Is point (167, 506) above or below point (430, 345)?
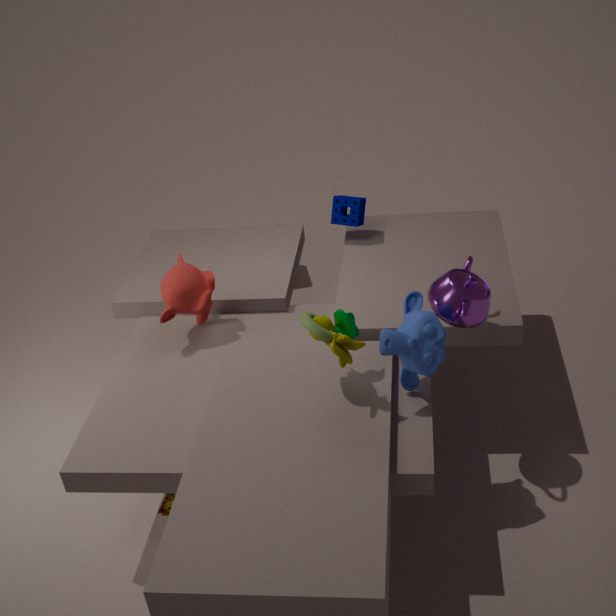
below
